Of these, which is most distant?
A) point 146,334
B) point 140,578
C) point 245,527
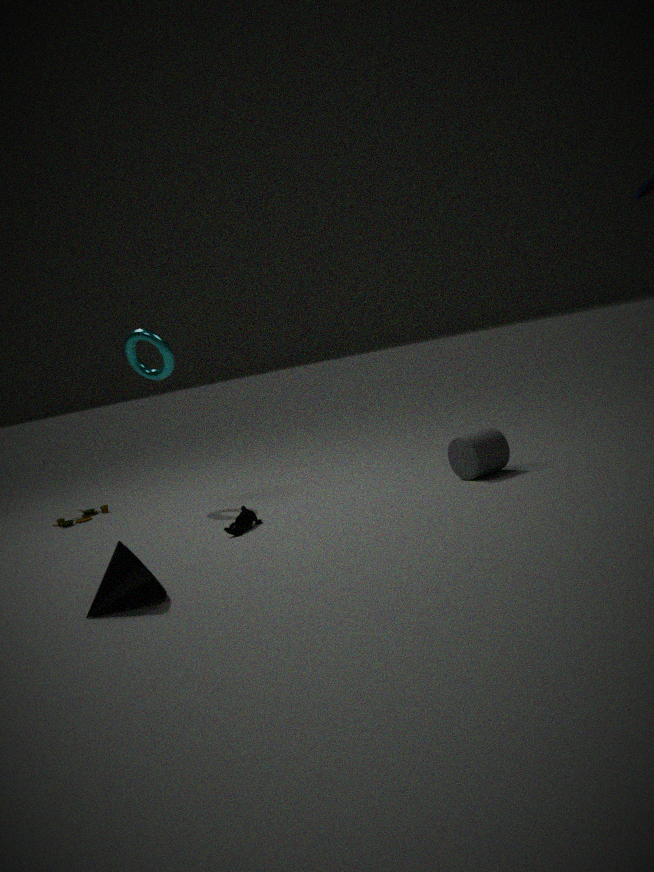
point 146,334
